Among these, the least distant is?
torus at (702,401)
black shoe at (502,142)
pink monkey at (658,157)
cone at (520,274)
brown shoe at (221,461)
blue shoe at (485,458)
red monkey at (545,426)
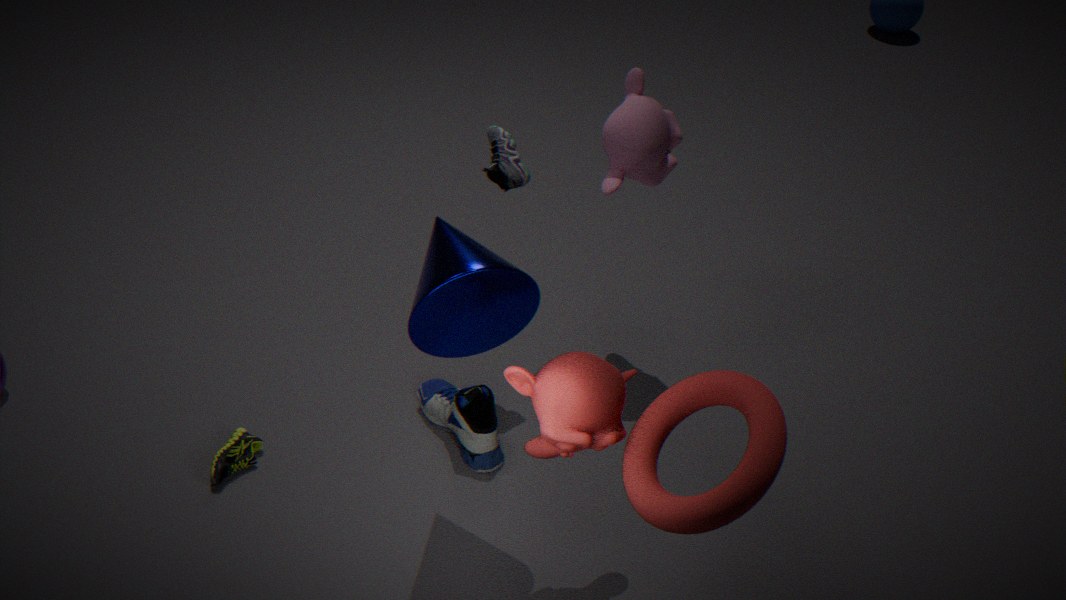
torus at (702,401)
